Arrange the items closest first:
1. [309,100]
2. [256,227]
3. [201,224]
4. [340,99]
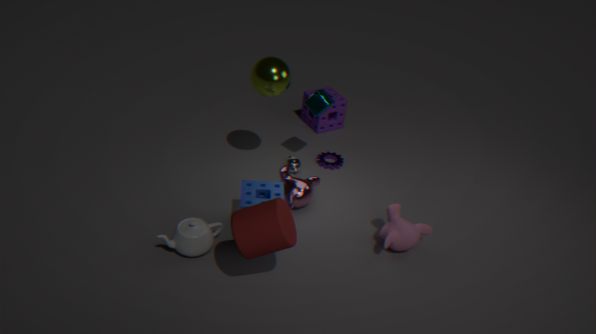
[256,227], [201,224], [309,100], [340,99]
